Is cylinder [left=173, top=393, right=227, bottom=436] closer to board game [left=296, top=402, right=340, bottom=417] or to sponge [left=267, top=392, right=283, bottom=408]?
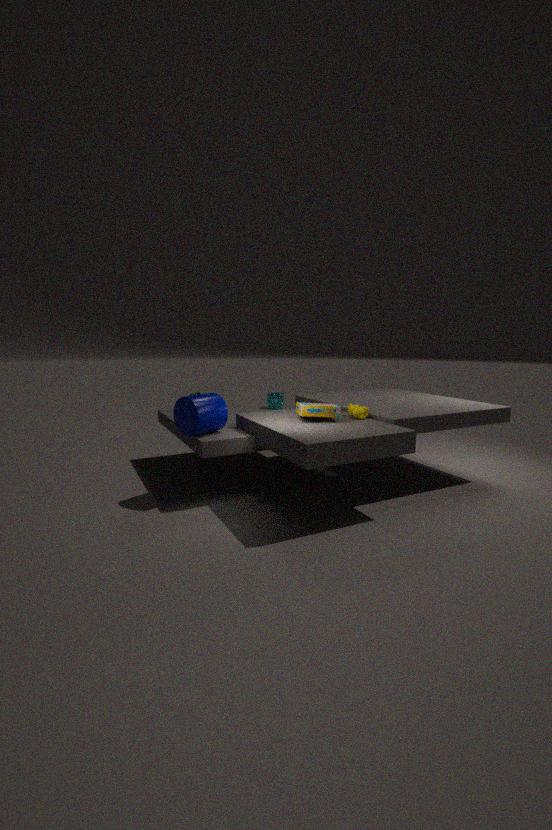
board game [left=296, top=402, right=340, bottom=417]
